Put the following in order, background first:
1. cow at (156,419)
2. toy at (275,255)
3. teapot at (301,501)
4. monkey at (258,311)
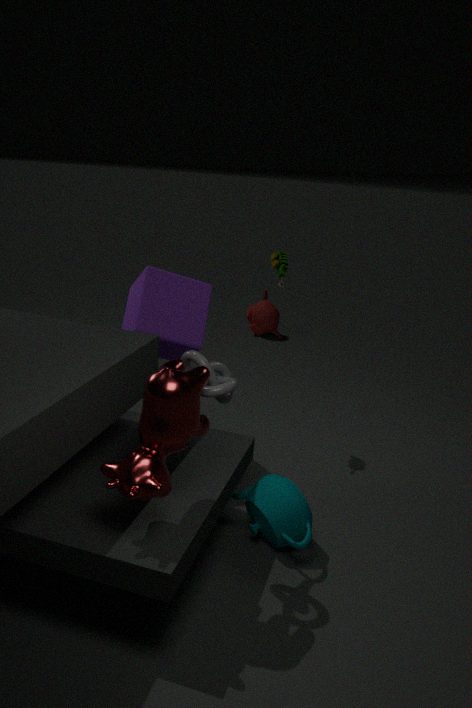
monkey at (258,311) → toy at (275,255) → teapot at (301,501) → cow at (156,419)
